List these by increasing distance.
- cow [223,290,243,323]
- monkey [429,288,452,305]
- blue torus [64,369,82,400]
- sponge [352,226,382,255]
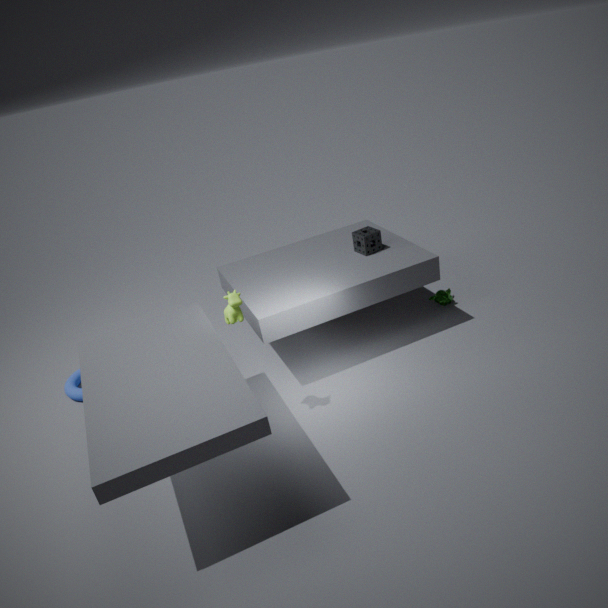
cow [223,290,243,323], sponge [352,226,382,255], blue torus [64,369,82,400], monkey [429,288,452,305]
